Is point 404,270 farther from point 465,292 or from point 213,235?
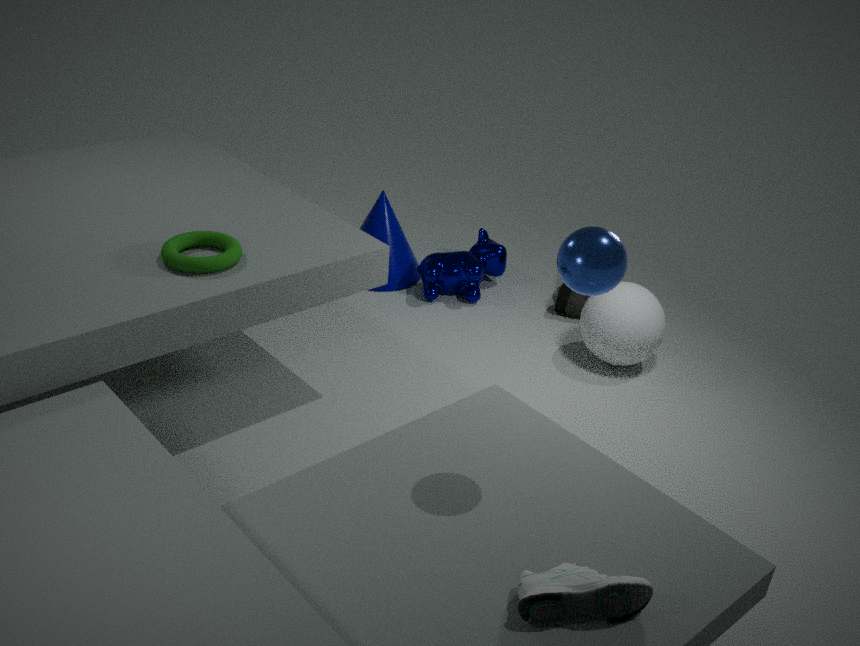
point 213,235
